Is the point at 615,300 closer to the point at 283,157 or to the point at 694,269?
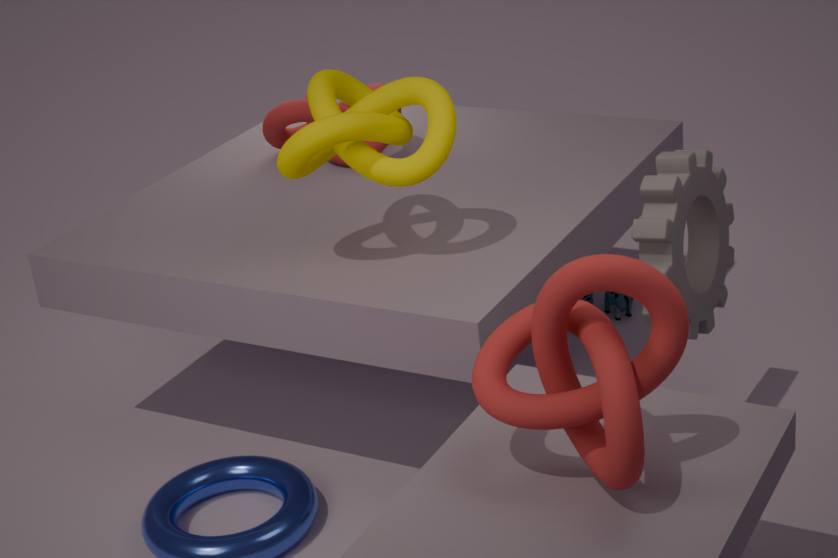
the point at 694,269
